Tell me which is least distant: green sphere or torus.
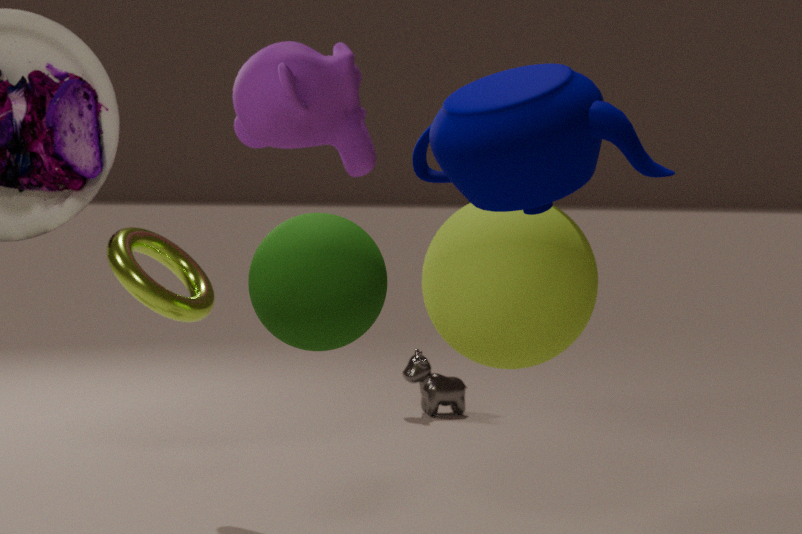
green sphere
